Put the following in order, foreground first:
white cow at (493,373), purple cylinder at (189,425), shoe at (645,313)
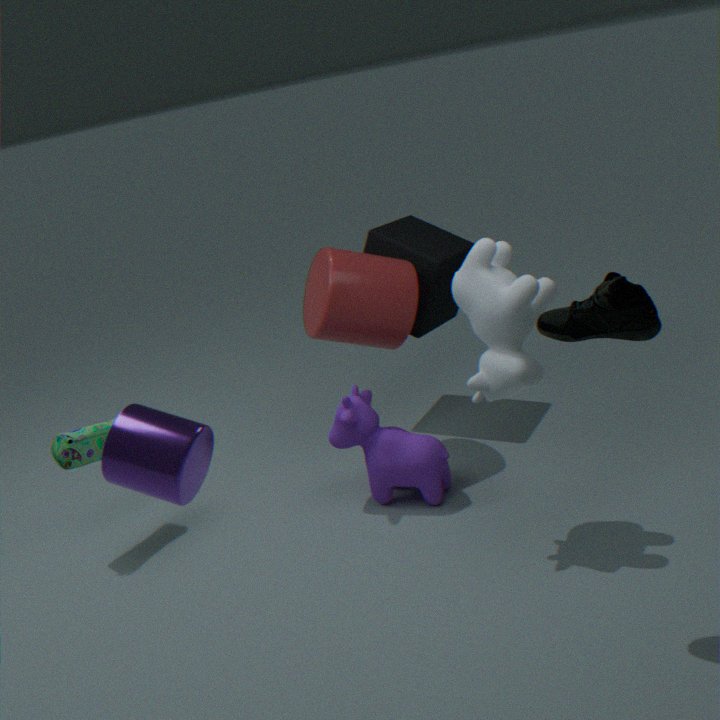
purple cylinder at (189,425) < shoe at (645,313) < white cow at (493,373)
